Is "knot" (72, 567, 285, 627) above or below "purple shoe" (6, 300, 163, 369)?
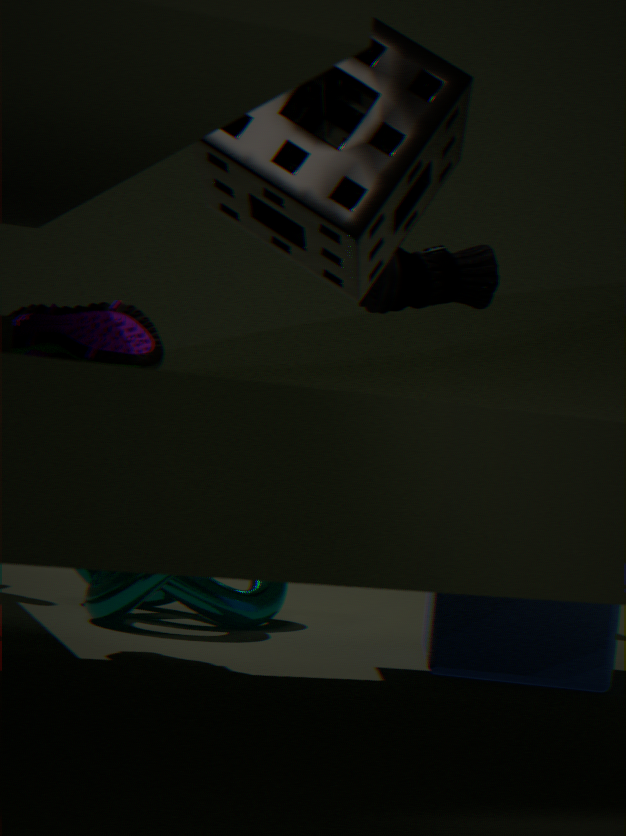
below
